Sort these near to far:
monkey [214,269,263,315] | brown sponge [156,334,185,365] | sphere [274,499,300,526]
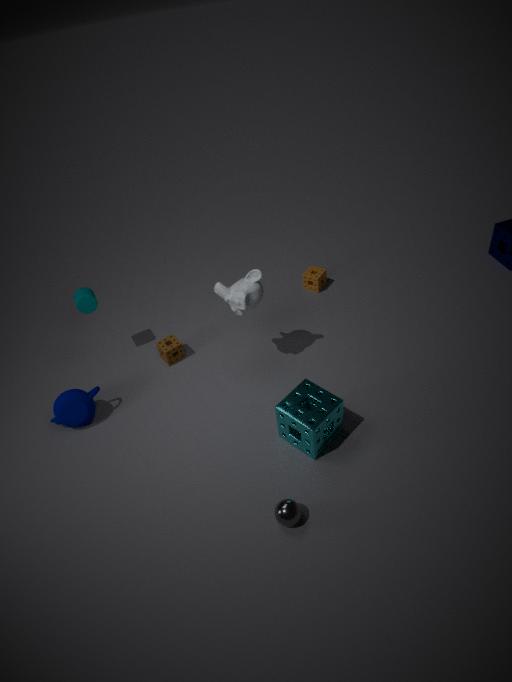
1. sphere [274,499,300,526]
2. monkey [214,269,263,315]
3. brown sponge [156,334,185,365]
